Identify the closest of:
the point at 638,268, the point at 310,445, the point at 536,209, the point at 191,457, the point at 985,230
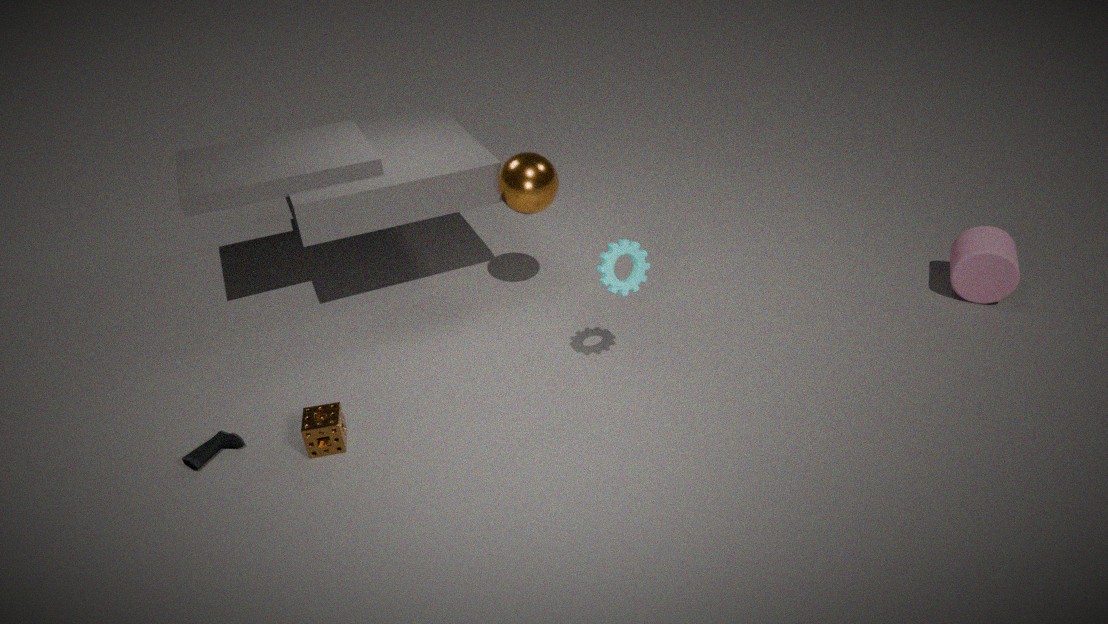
the point at 191,457
